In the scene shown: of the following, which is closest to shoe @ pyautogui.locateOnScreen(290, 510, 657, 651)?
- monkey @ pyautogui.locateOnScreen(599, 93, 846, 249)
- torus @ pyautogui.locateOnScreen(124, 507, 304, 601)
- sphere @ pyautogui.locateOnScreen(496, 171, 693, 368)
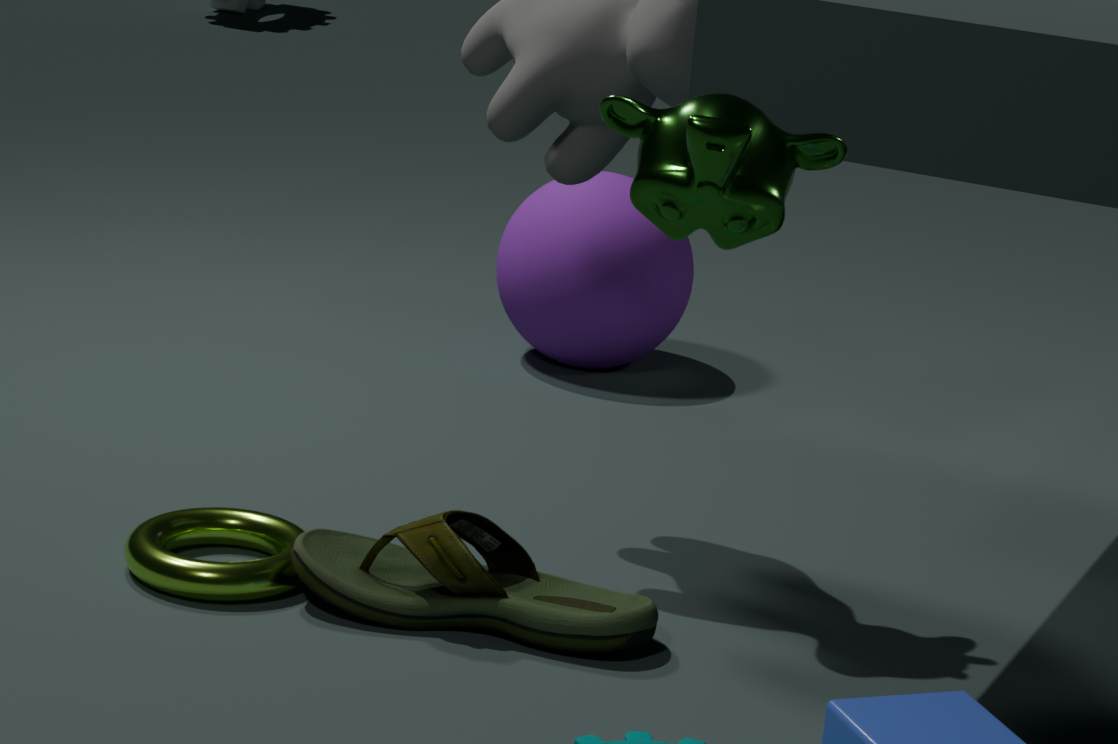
torus @ pyautogui.locateOnScreen(124, 507, 304, 601)
